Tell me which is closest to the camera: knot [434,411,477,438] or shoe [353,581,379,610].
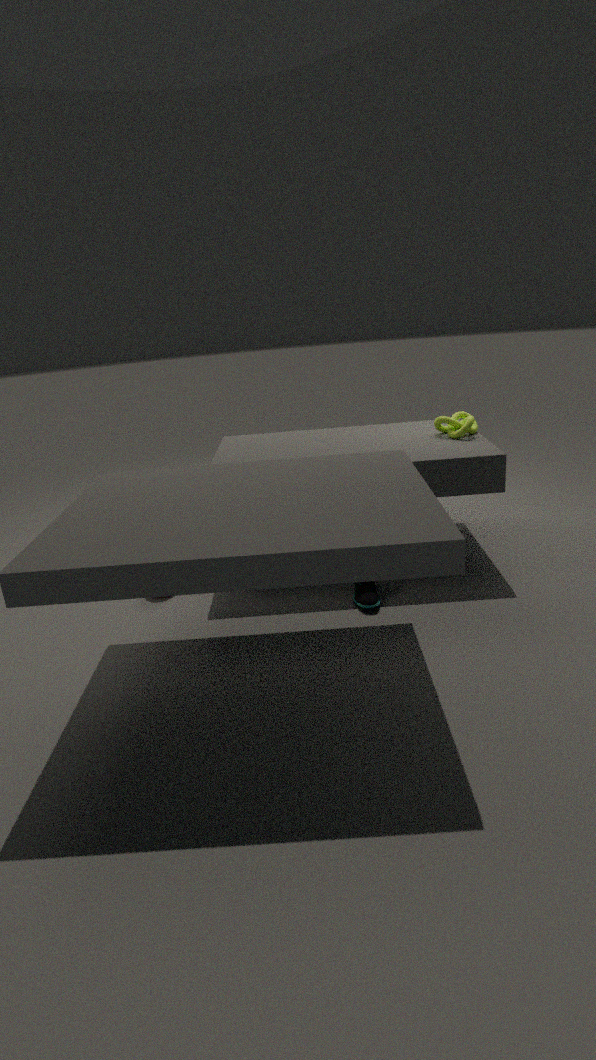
shoe [353,581,379,610]
